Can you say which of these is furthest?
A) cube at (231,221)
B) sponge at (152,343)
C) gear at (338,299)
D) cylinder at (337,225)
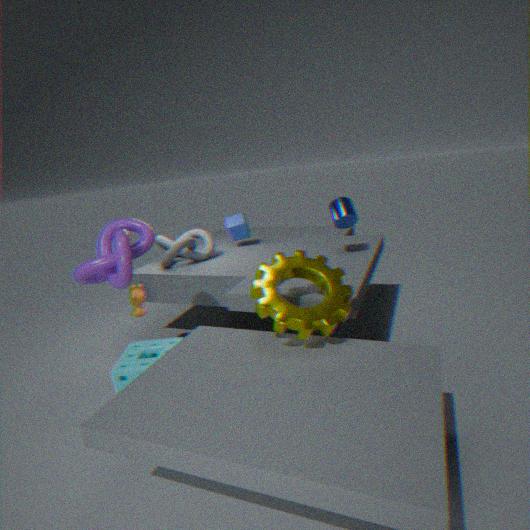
cube at (231,221)
